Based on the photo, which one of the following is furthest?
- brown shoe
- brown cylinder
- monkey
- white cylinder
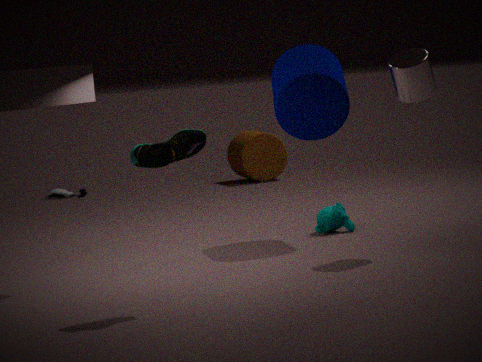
brown cylinder
